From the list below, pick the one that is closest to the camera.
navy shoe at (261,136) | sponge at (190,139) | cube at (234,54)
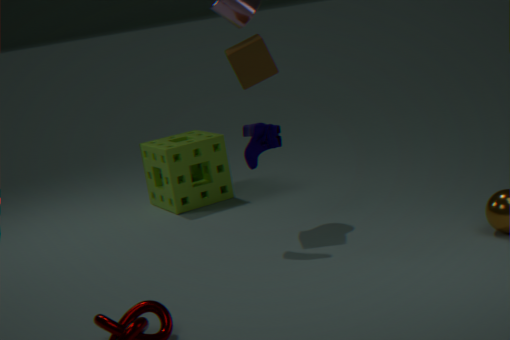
navy shoe at (261,136)
